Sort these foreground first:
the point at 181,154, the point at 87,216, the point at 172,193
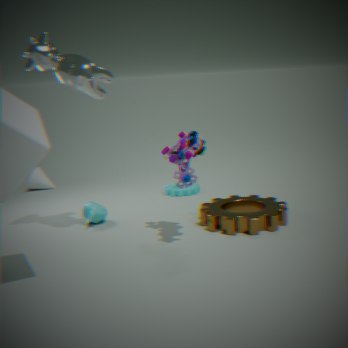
the point at 181,154 → the point at 87,216 → the point at 172,193
